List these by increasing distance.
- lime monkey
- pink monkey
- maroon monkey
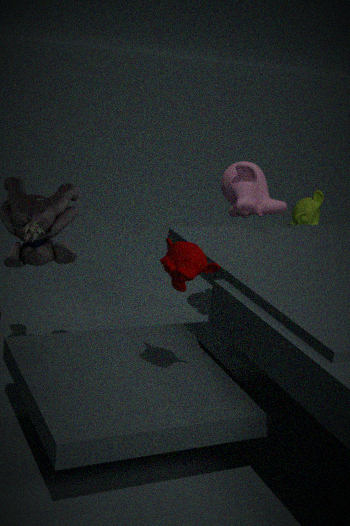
maroon monkey < pink monkey < lime monkey
